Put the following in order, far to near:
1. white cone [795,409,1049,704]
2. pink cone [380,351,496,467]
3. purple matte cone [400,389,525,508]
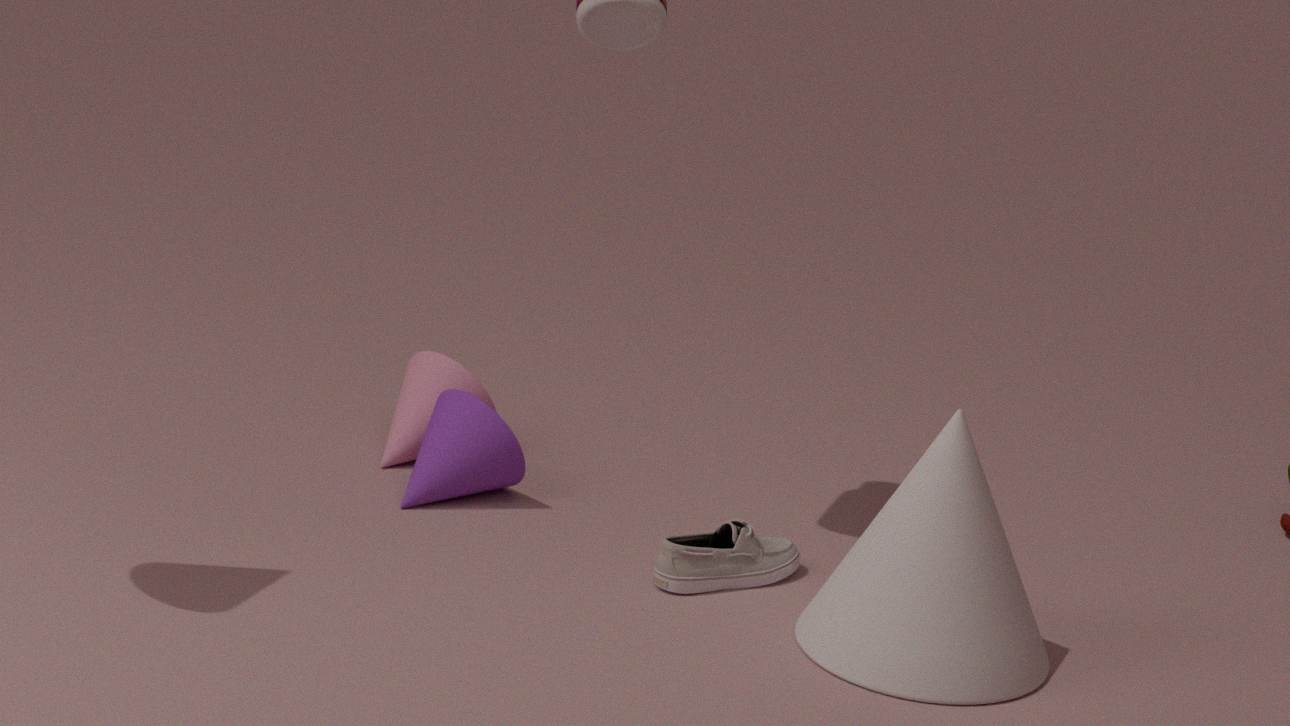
pink cone [380,351,496,467] → purple matte cone [400,389,525,508] → white cone [795,409,1049,704]
